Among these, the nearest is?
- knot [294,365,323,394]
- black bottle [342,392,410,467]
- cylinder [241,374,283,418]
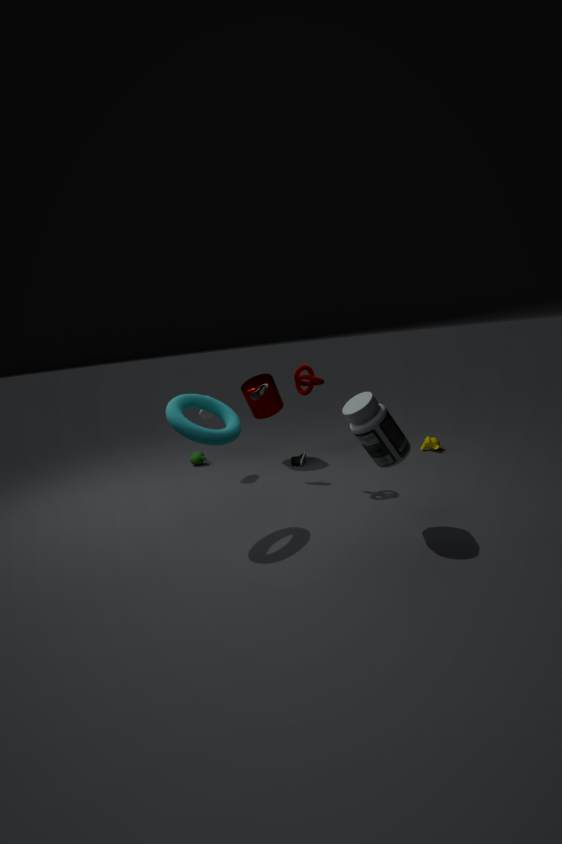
black bottle [342,392,410,467]
